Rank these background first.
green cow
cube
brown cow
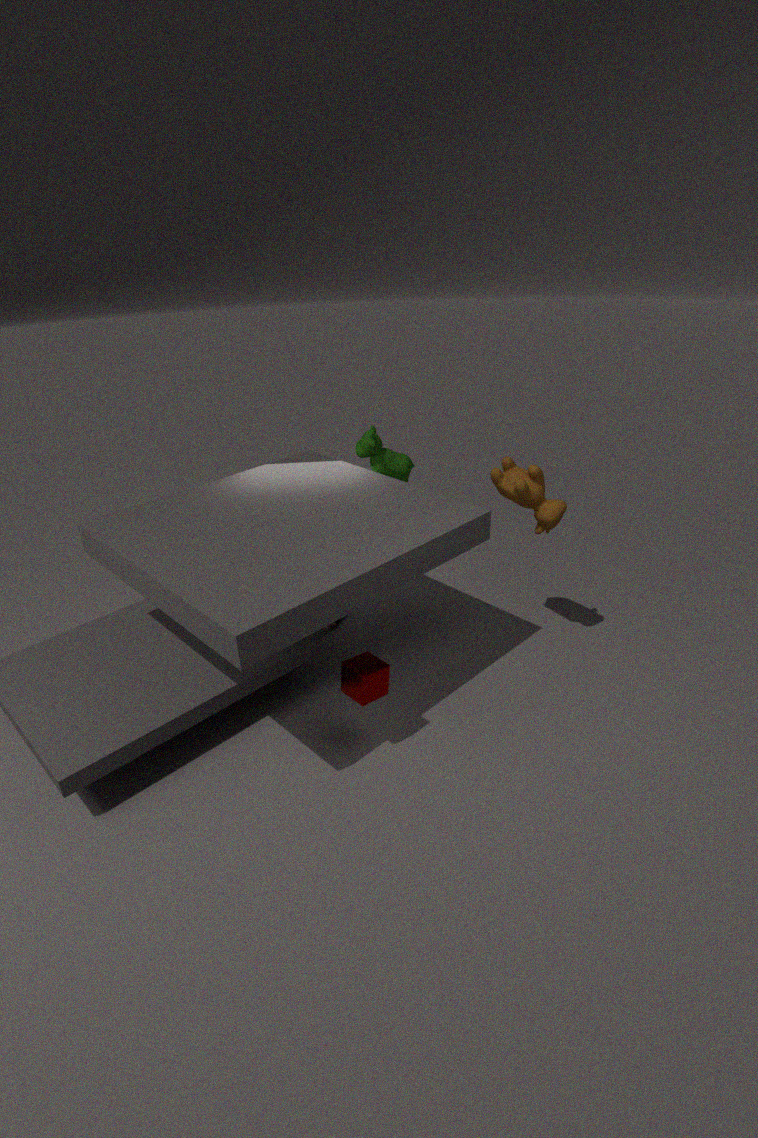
green cow → brown cow → cube
